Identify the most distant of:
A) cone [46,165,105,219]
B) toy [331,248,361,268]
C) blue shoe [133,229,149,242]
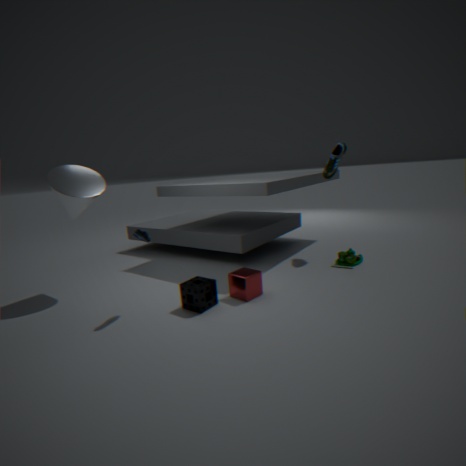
toy [331,248,361,268]
